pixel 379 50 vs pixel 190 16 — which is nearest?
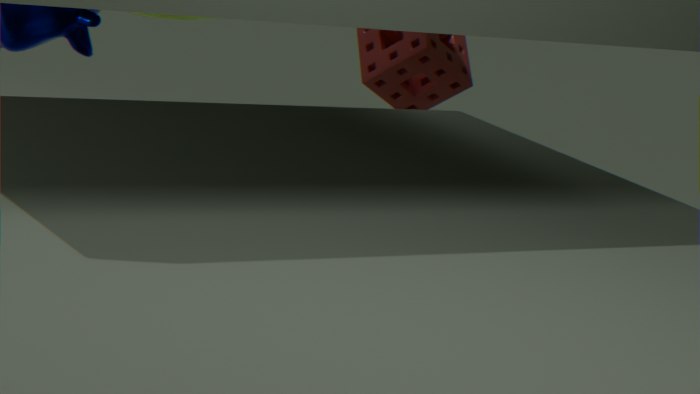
pixel 379 50
